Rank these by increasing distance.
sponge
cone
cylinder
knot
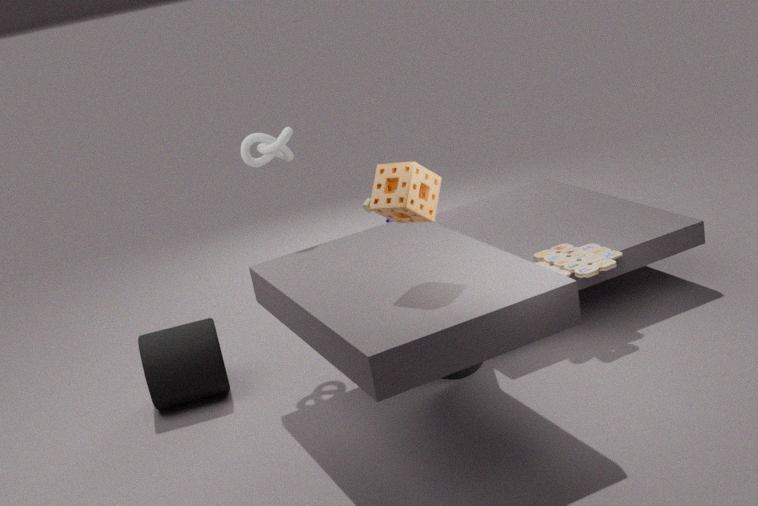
sponge < cone < cylinder < knot
